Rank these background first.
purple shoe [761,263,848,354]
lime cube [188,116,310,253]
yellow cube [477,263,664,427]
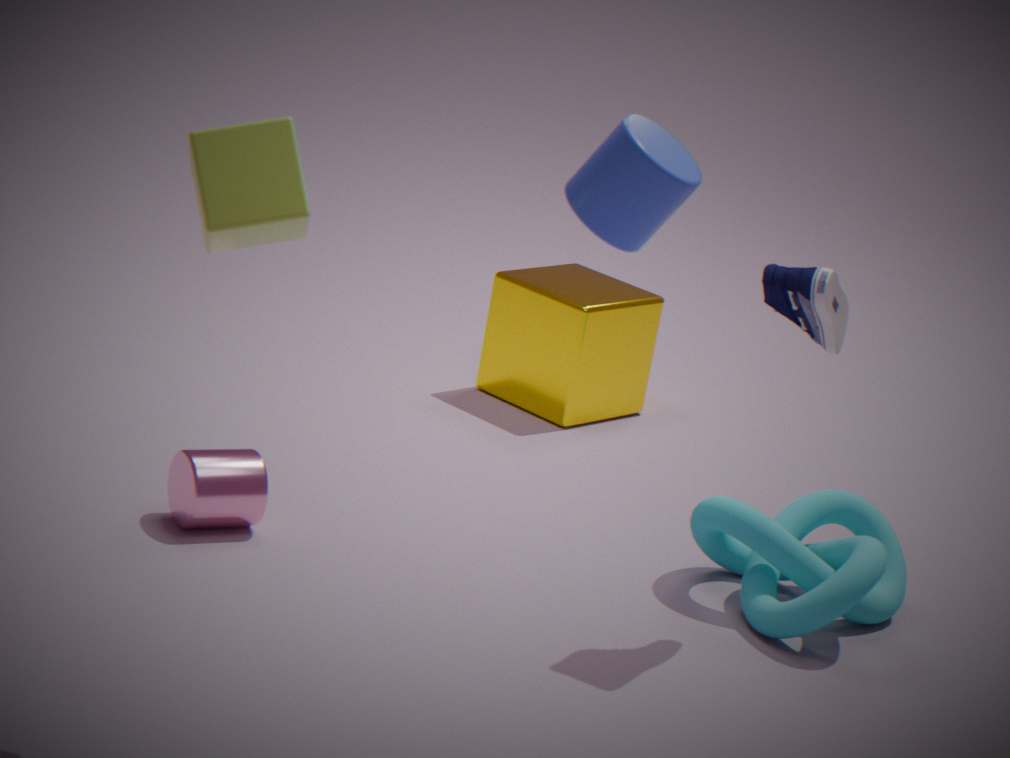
yellow cube [477,263,664,427], purple shoe [761,263,848,354], lime cube [188,116,310,253]
